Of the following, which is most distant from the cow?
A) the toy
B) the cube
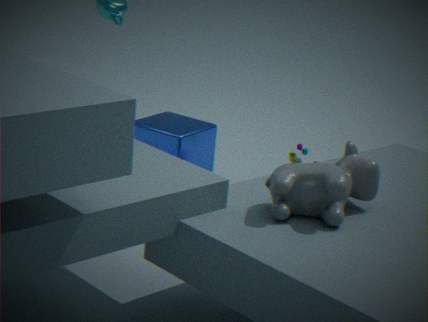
the cube
